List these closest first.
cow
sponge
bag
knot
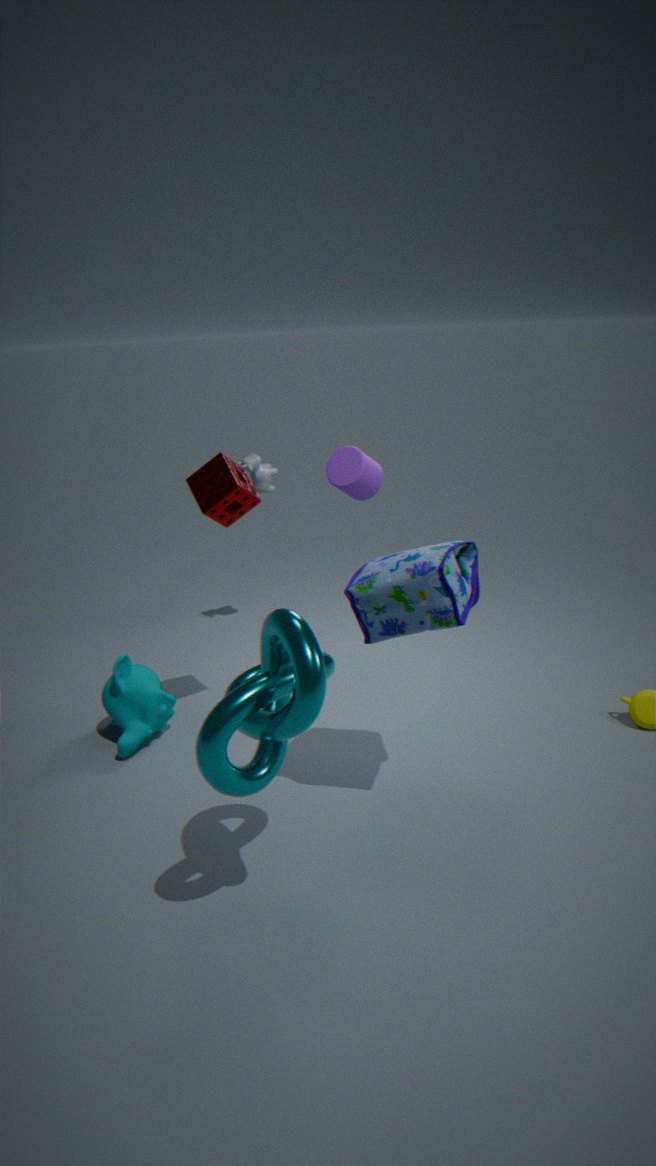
knot → bag → sponge → cow
